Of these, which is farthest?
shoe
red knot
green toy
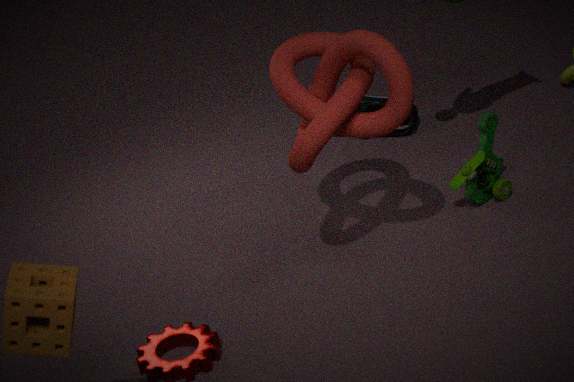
shoe
